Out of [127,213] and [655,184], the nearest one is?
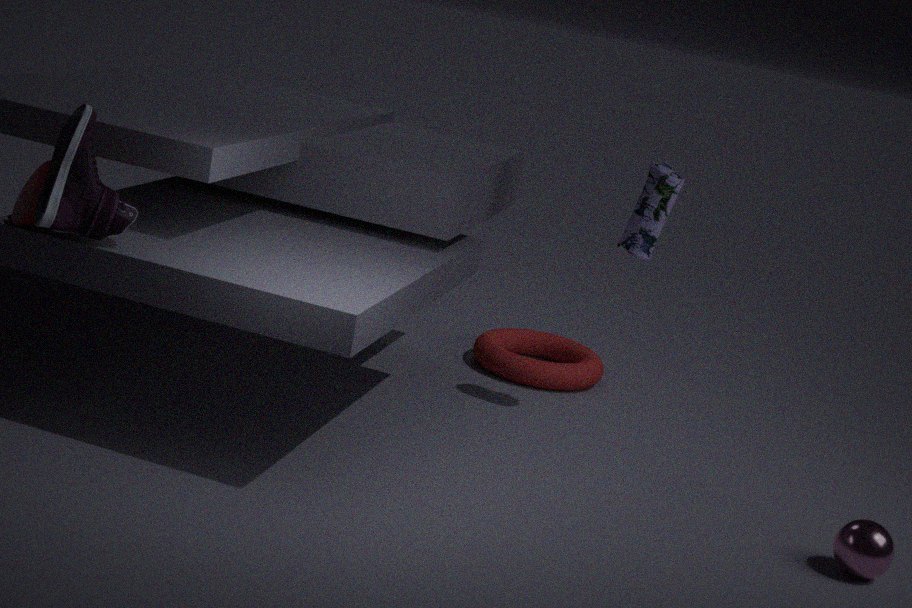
[127,213]
